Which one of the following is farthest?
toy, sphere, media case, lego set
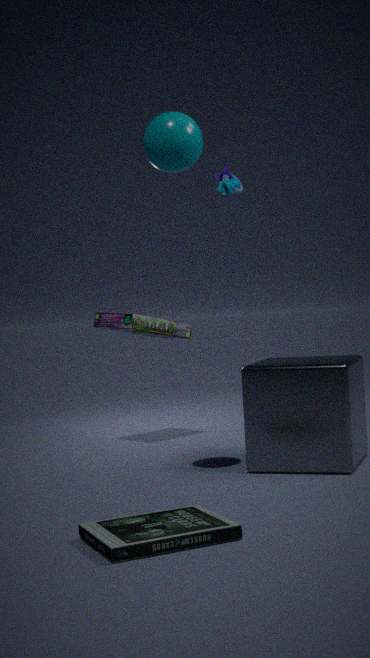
toy
